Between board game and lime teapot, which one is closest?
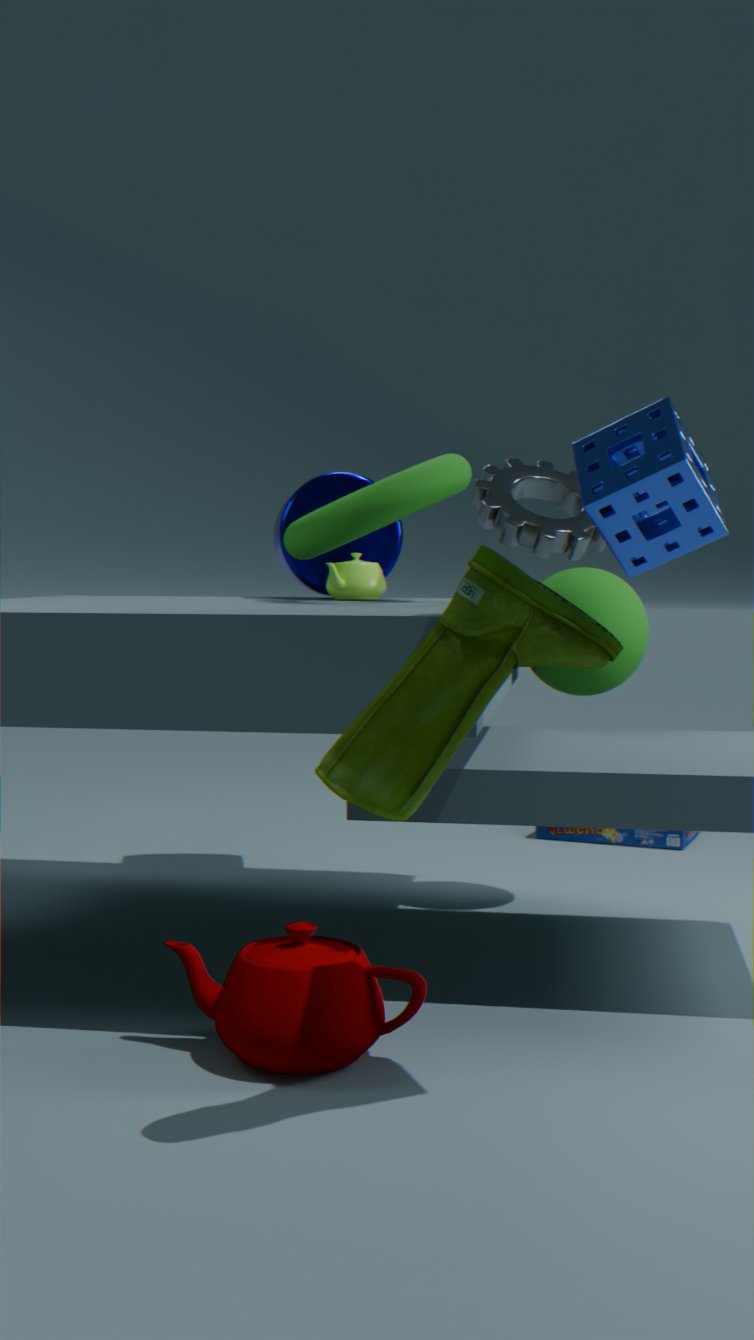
lime teapot
